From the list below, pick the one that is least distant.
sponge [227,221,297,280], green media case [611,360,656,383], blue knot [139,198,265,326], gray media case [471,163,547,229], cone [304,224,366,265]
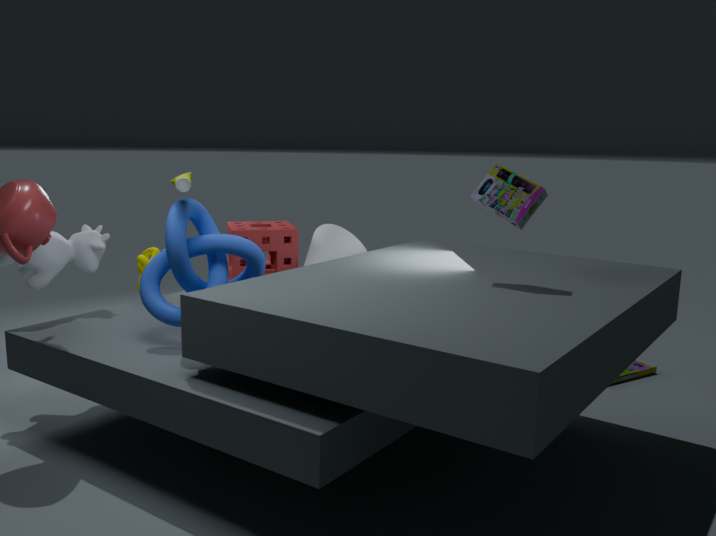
gray media case [471,163,547,229]
